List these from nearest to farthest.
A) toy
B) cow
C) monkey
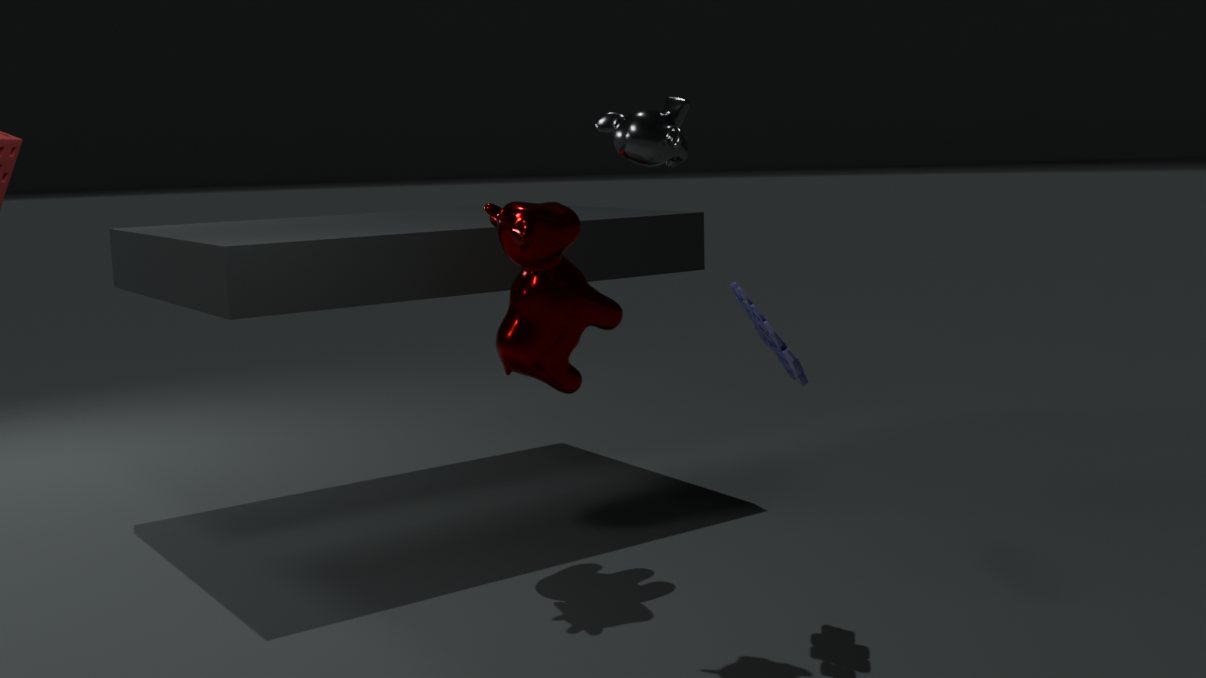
toy, monkey, cow
